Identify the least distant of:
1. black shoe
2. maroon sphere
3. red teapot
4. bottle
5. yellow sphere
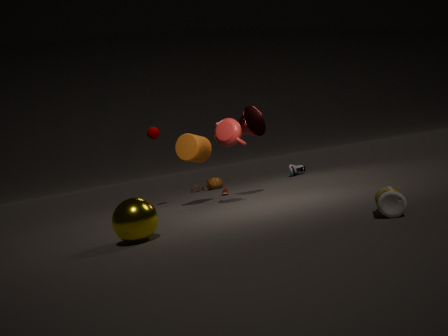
bottle
